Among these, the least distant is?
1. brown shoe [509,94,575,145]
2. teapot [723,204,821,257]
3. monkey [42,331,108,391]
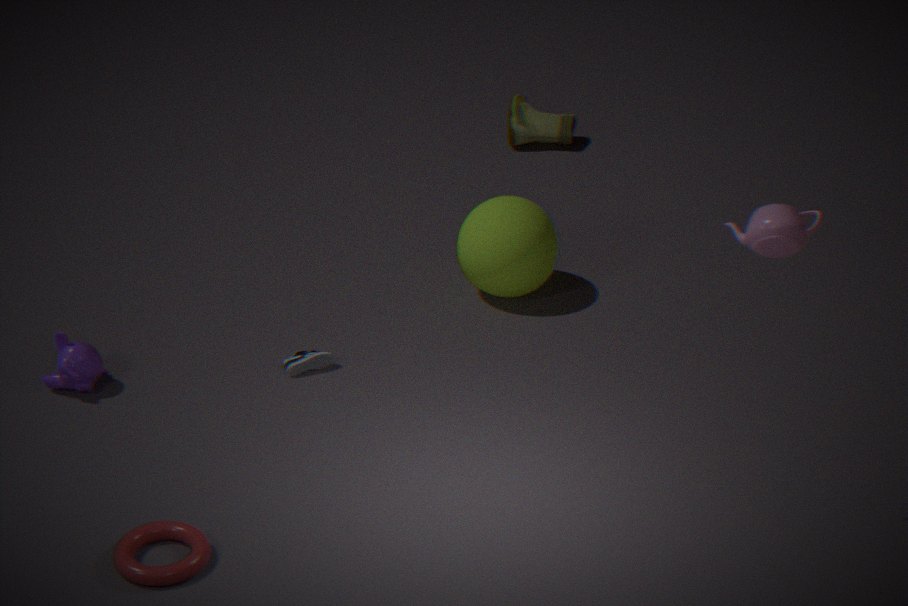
teapot [723,204,821,257]
